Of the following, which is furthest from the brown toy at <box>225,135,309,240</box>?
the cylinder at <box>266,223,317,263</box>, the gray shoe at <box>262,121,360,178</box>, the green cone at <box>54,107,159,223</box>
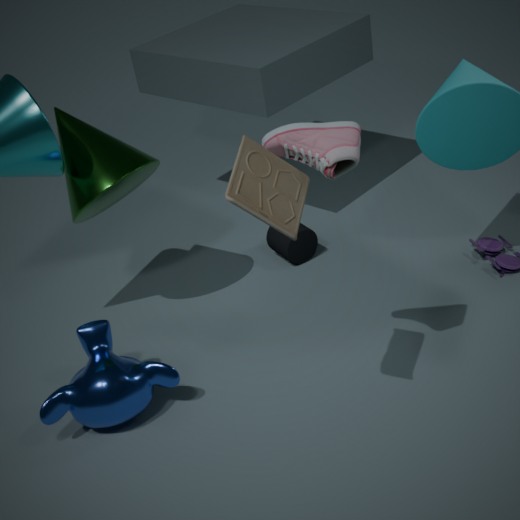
the cylinder at <box>266,223,317,263</box>
